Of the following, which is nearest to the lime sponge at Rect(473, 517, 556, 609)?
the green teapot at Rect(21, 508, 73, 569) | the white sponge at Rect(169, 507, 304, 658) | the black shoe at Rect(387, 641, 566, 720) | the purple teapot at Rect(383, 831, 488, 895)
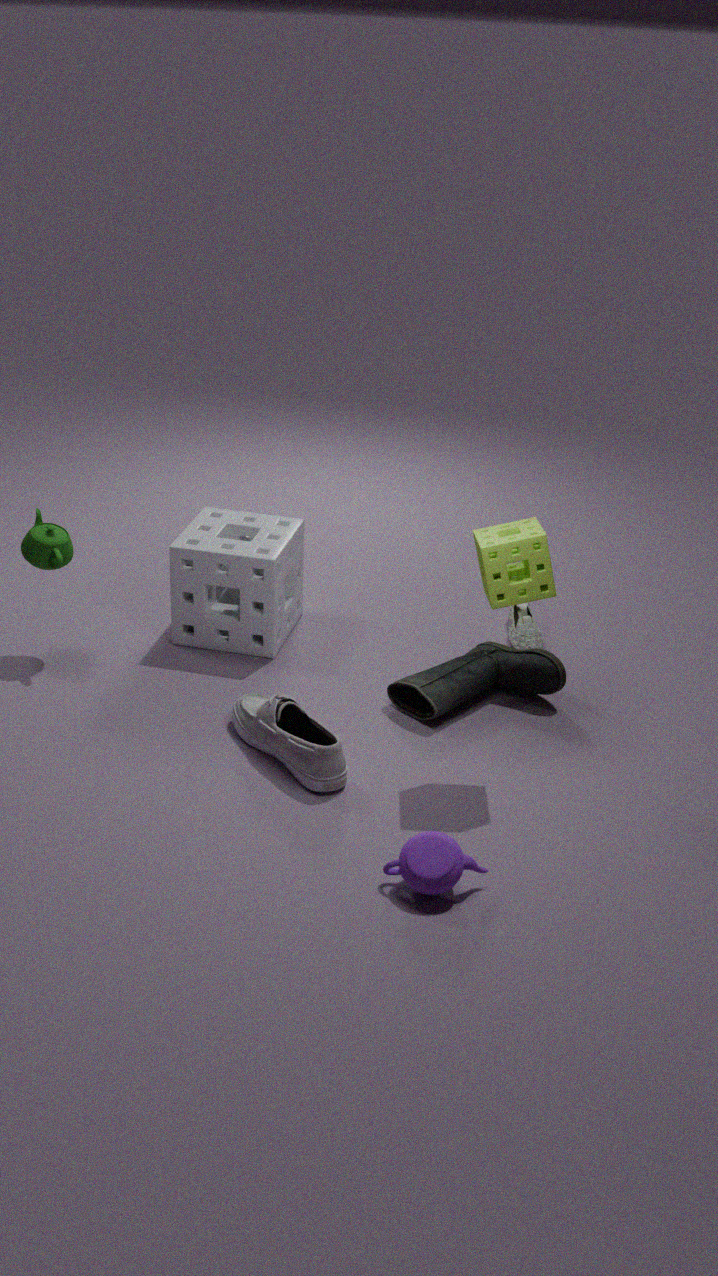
the black shoe at Rect(387, 641, 566, 720)
